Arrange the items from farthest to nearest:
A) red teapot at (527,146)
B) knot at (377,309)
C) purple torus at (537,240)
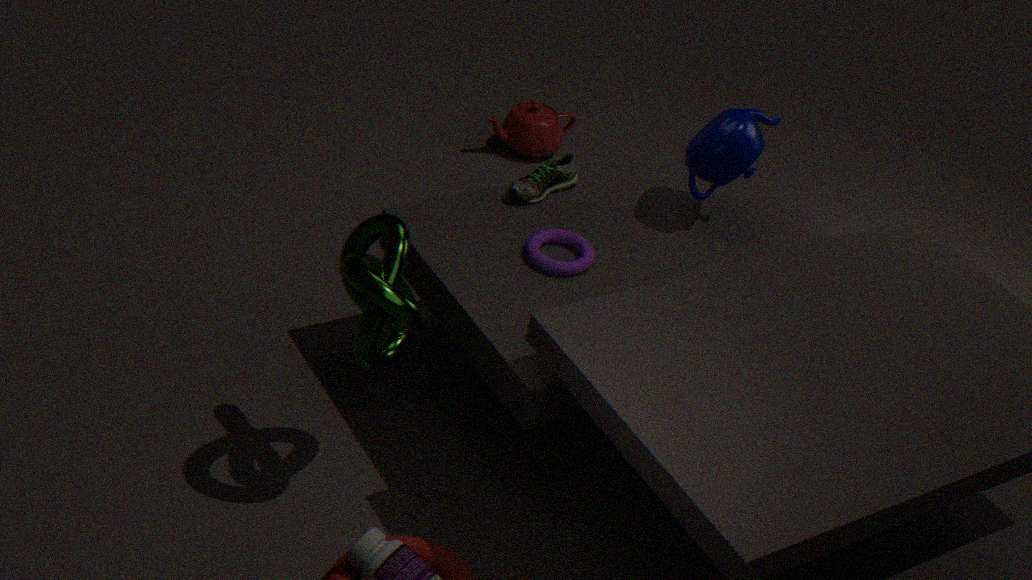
1. red teapot at (527,146)
2. purple torus at (537,240)
3. knot at (377,309)
